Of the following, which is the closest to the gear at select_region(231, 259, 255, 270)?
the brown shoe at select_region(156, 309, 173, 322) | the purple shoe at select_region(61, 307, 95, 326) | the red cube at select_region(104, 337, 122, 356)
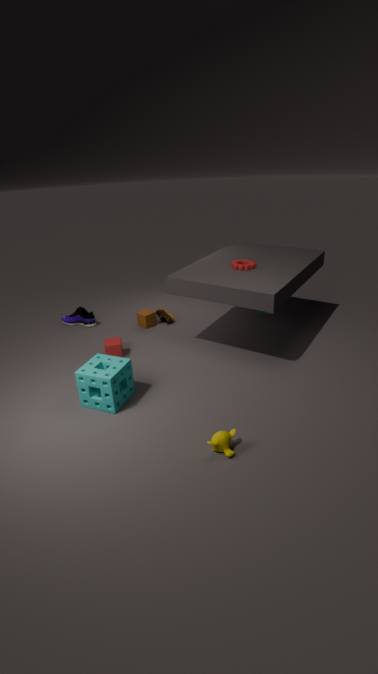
the brown shoe at select_region(156, 309, 173, 322)
